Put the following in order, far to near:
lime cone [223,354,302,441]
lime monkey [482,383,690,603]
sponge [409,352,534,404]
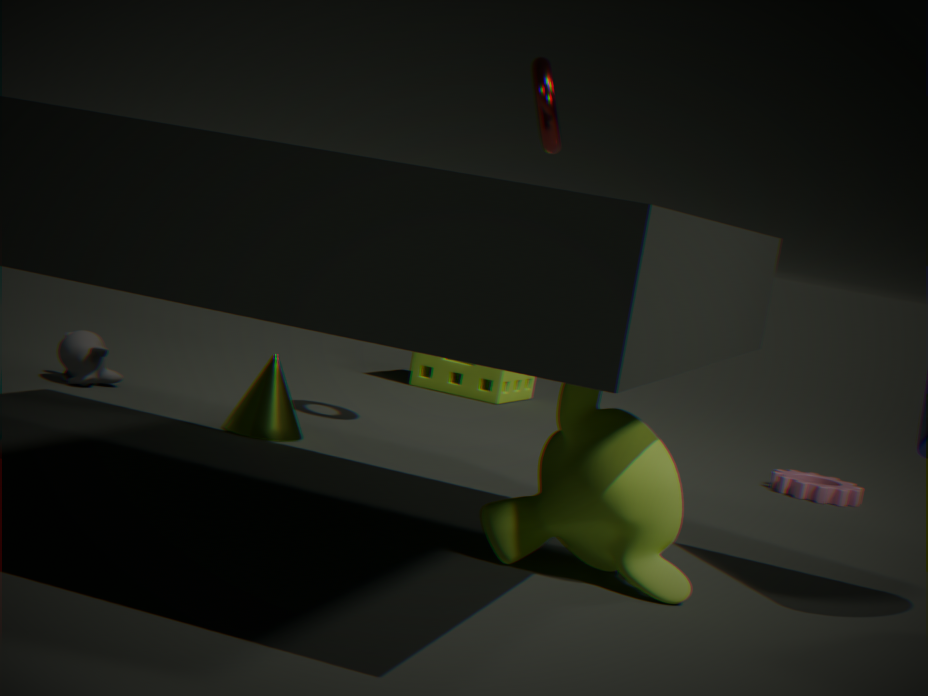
sponge [409,352,534,404]
lime cone [223,354,302,441]
lime monkey [482,383,690,603]
